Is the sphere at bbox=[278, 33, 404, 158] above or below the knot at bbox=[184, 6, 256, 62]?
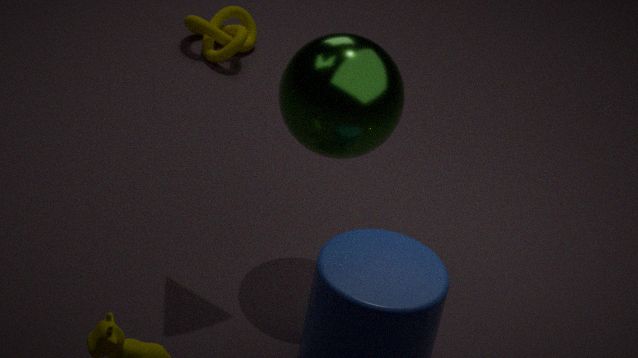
above
